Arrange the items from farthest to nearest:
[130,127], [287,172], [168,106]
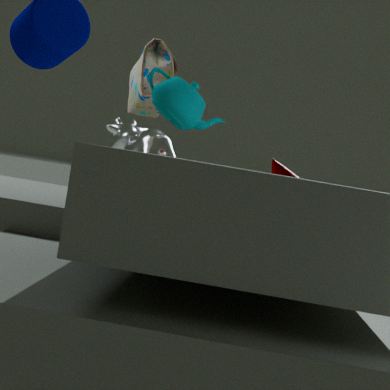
[130,127]
[287,172]
[168,106]
